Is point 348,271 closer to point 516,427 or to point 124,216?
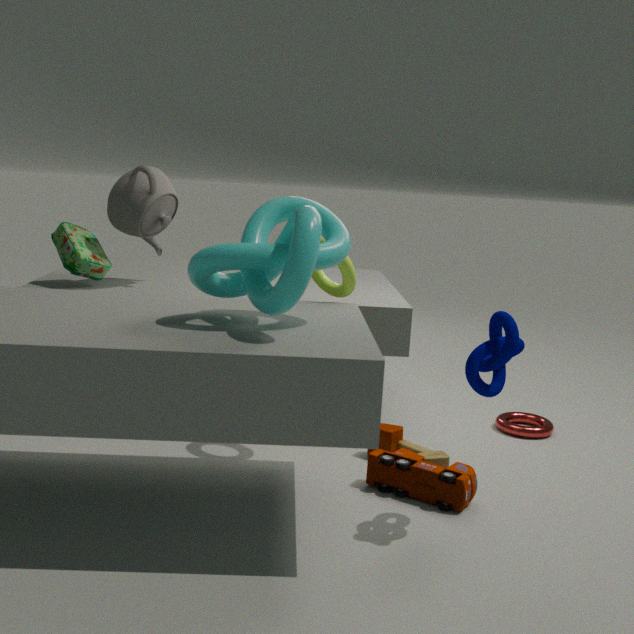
point 124,216
